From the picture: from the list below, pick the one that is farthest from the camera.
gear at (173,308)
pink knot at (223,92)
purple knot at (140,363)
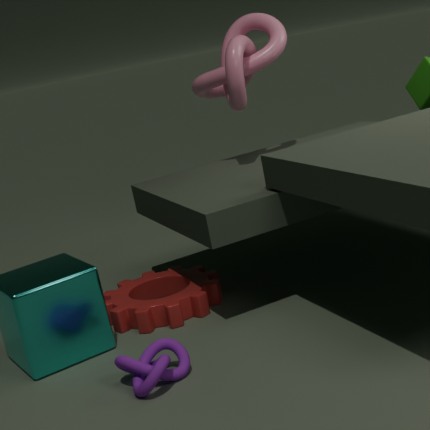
pink knot at (223,92)
